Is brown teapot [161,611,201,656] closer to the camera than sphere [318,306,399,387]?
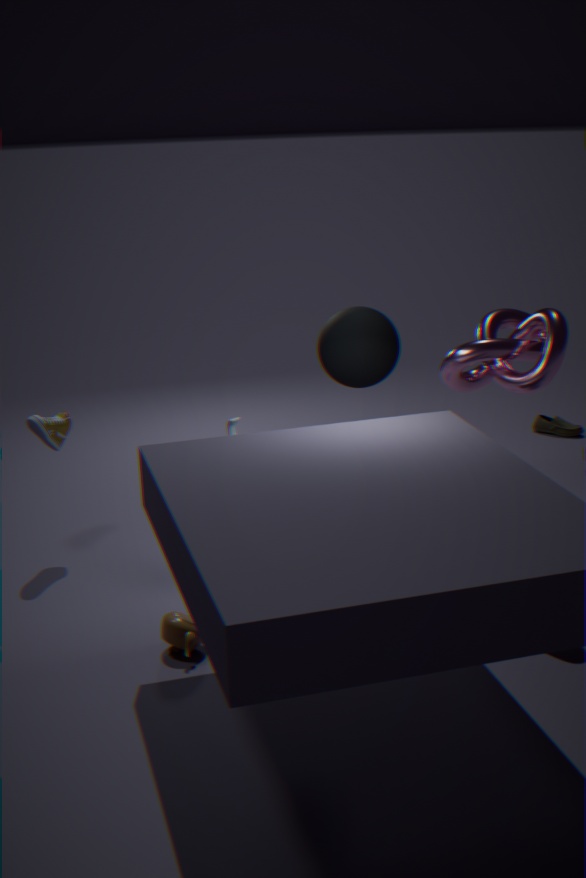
Yes
